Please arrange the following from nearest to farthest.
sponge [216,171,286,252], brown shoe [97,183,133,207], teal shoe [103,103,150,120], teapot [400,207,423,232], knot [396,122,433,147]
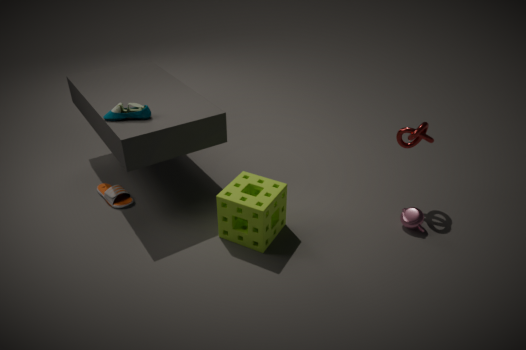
sponge [216,171,286,252] < teal shoe [103,103,150,120] < knot [396,122,433,147] < teapot [400,207,423,232] < brown shoe [97,183,133,207]
